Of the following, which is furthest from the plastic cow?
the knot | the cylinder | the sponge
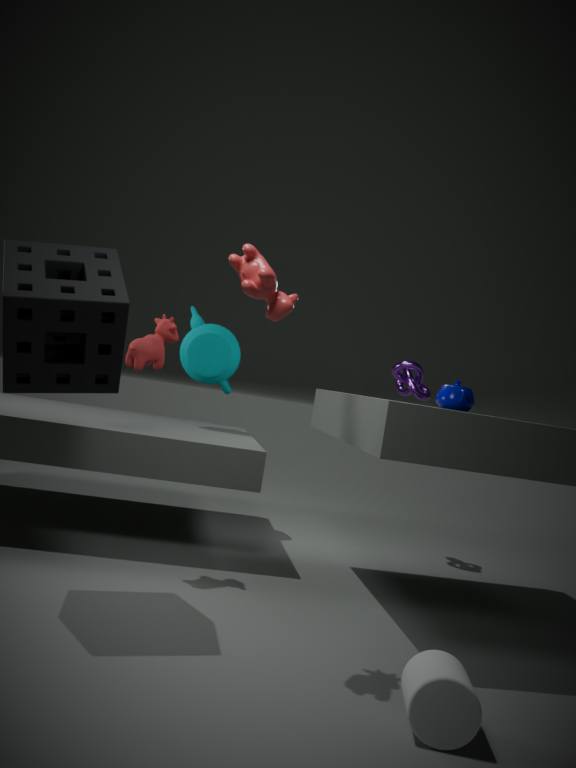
the knot
